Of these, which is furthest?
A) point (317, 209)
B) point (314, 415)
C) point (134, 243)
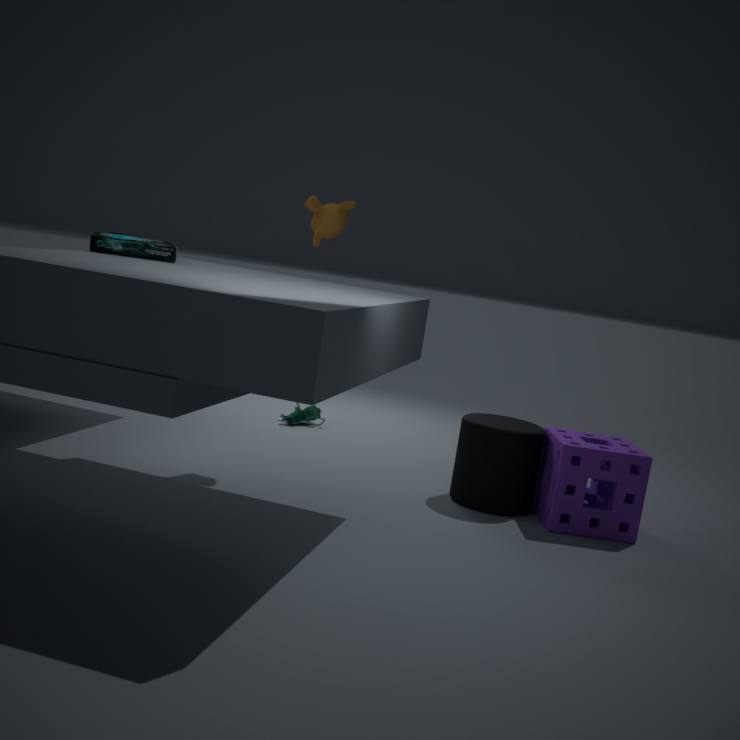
point (314, 415)
